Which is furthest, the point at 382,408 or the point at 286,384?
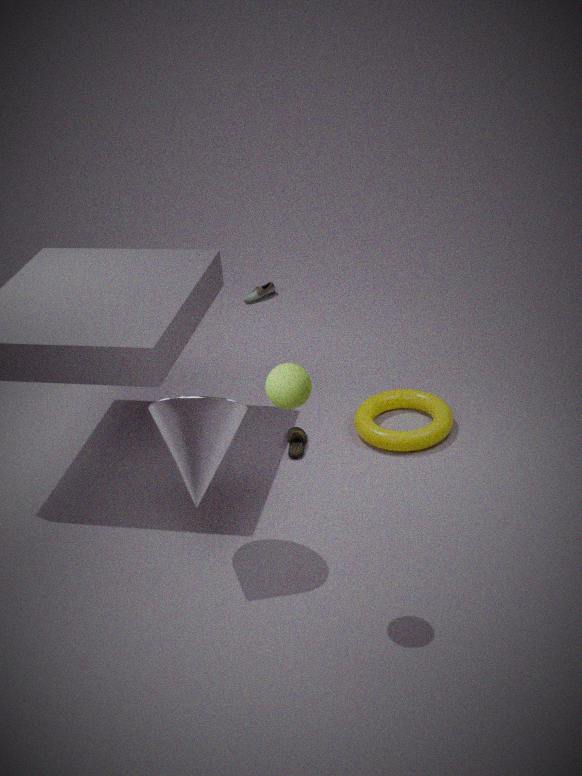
the point at 382,408
